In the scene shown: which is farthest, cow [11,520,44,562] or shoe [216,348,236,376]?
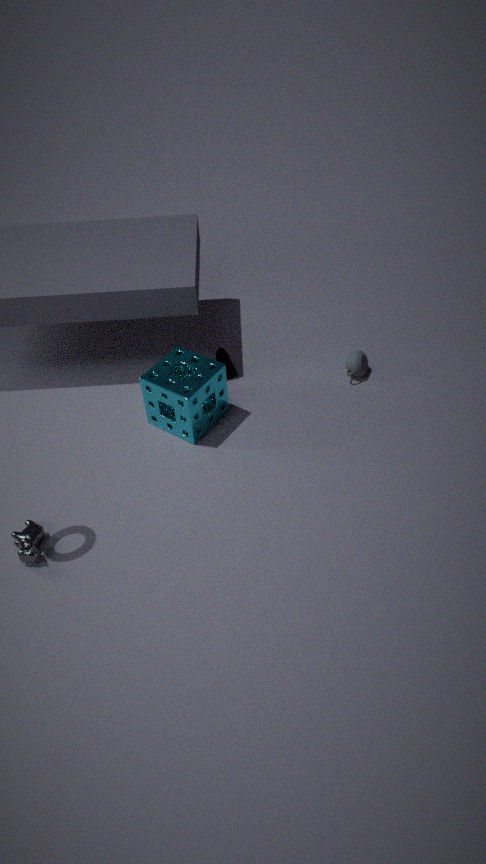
shoe [216,348,236,376]
